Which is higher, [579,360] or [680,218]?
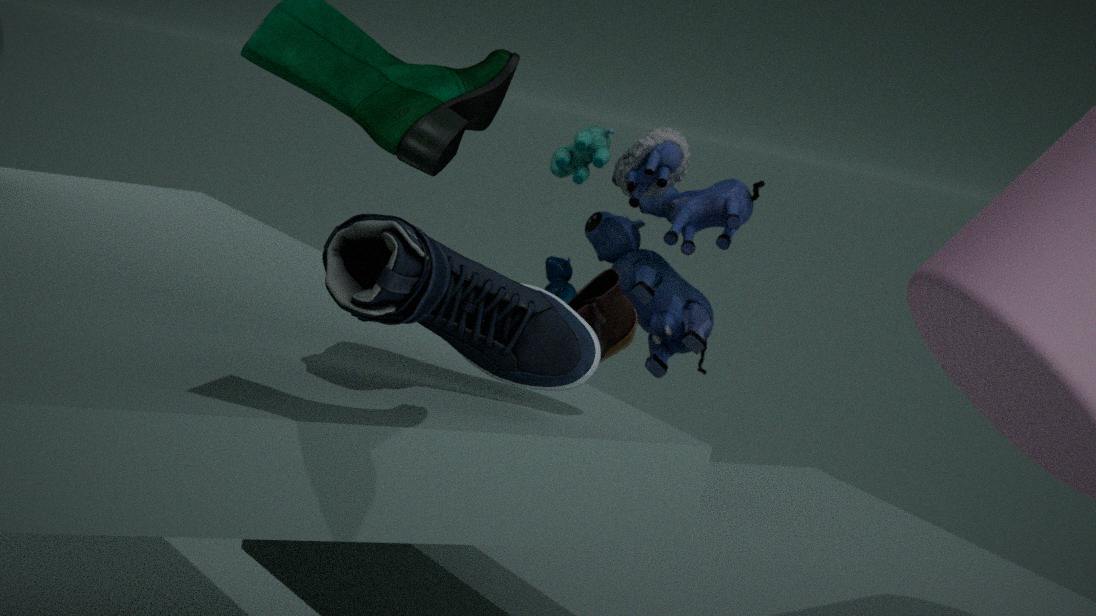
[579,360]
